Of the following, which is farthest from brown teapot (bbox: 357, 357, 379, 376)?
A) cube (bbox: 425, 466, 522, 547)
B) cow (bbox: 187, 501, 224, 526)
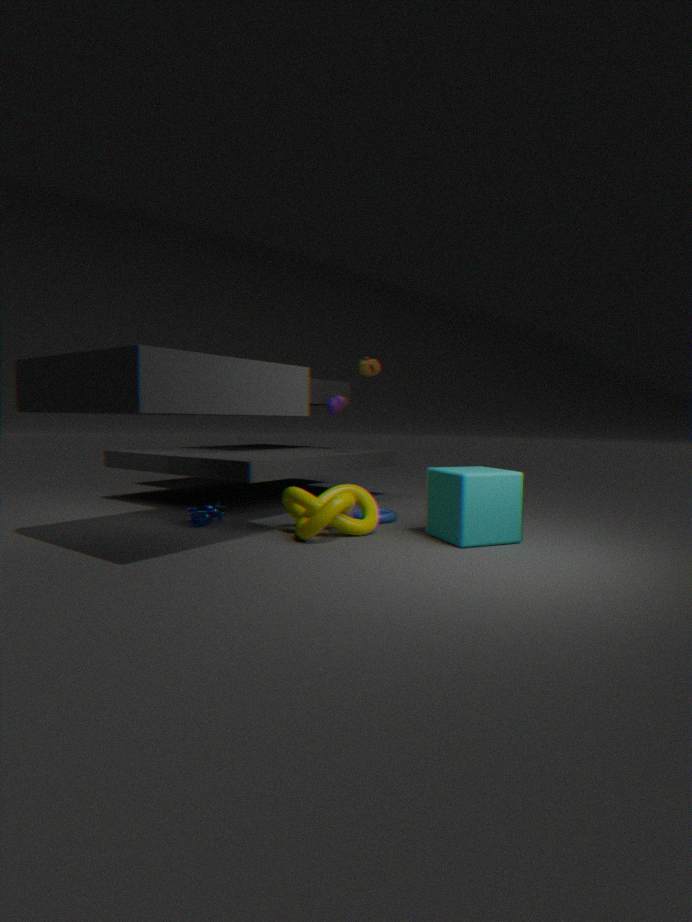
cow (bbox: 187, 501, 224, 526)
